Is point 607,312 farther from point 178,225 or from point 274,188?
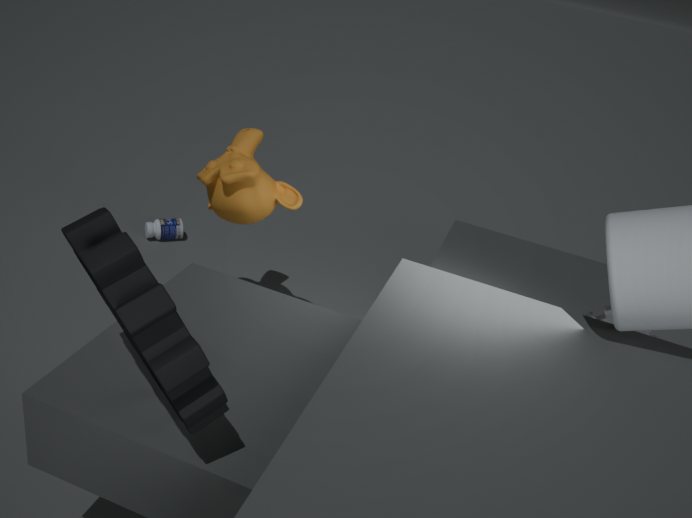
point 178,225
